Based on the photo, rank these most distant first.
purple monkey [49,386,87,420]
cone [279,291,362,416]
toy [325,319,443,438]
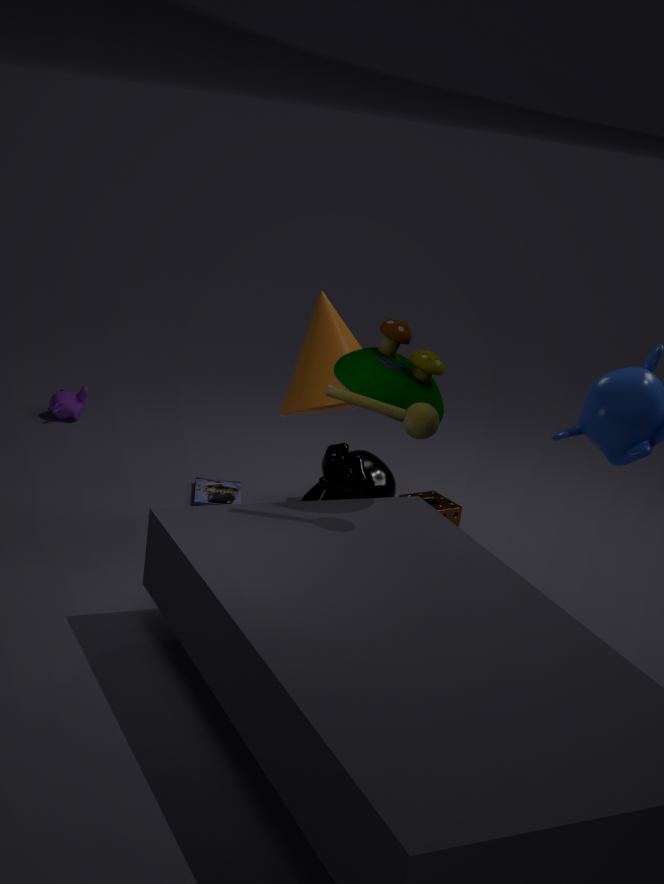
purple monkey [49,386,87,420], cone [279,291,362,416], toy [325,319,443,438]
